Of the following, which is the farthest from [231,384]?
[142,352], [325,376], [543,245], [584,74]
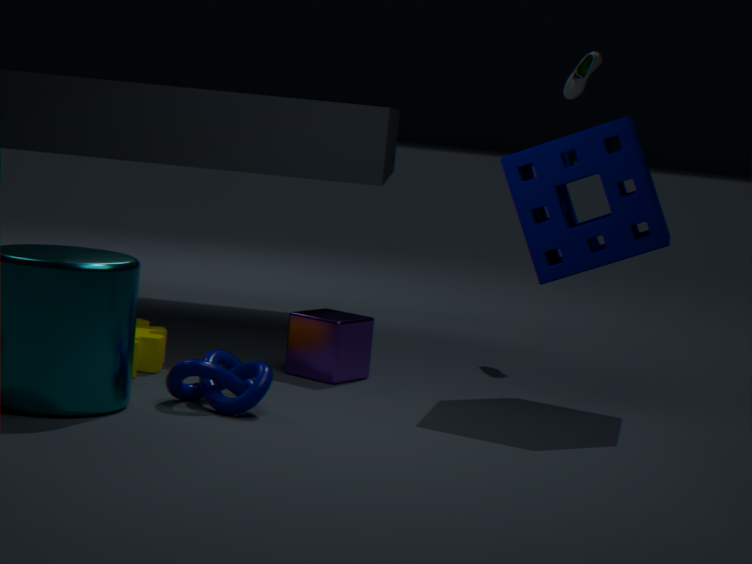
[584,74]
